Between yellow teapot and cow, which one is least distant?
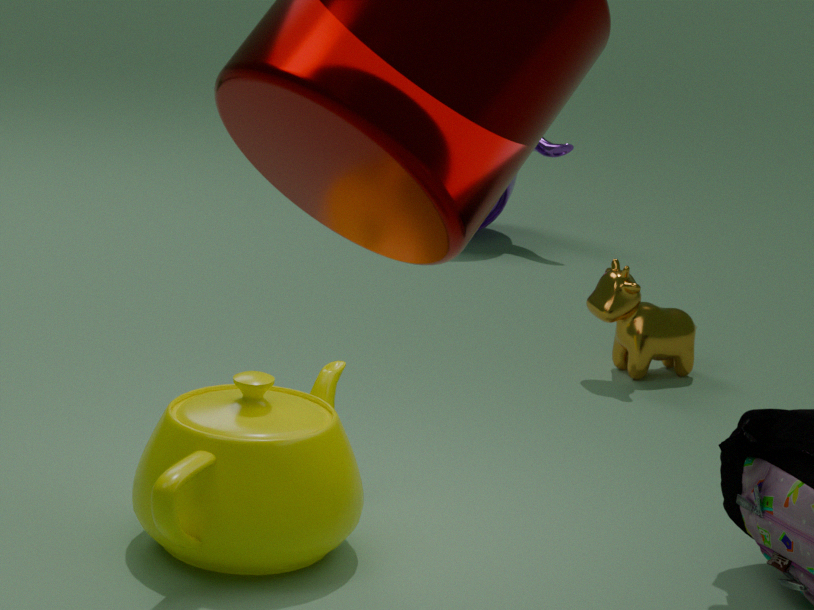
yellow teapot
